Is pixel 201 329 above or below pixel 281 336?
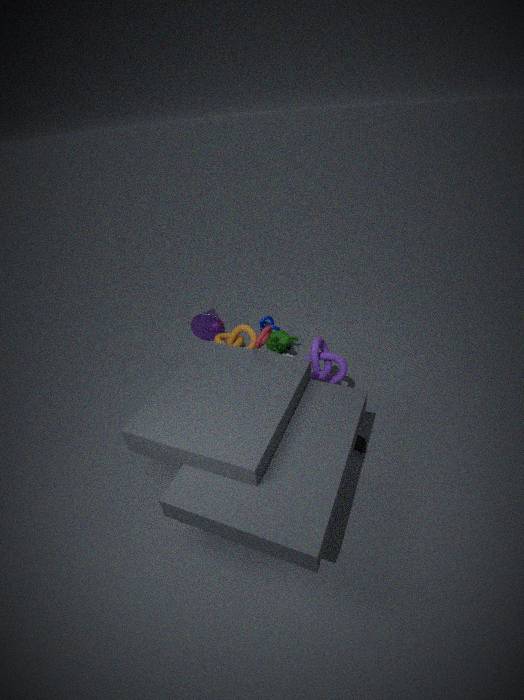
above
